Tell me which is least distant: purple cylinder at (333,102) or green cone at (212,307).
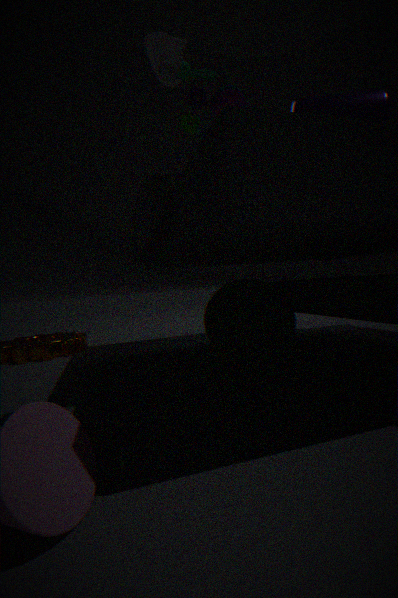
purple cylinder at (333,102)
